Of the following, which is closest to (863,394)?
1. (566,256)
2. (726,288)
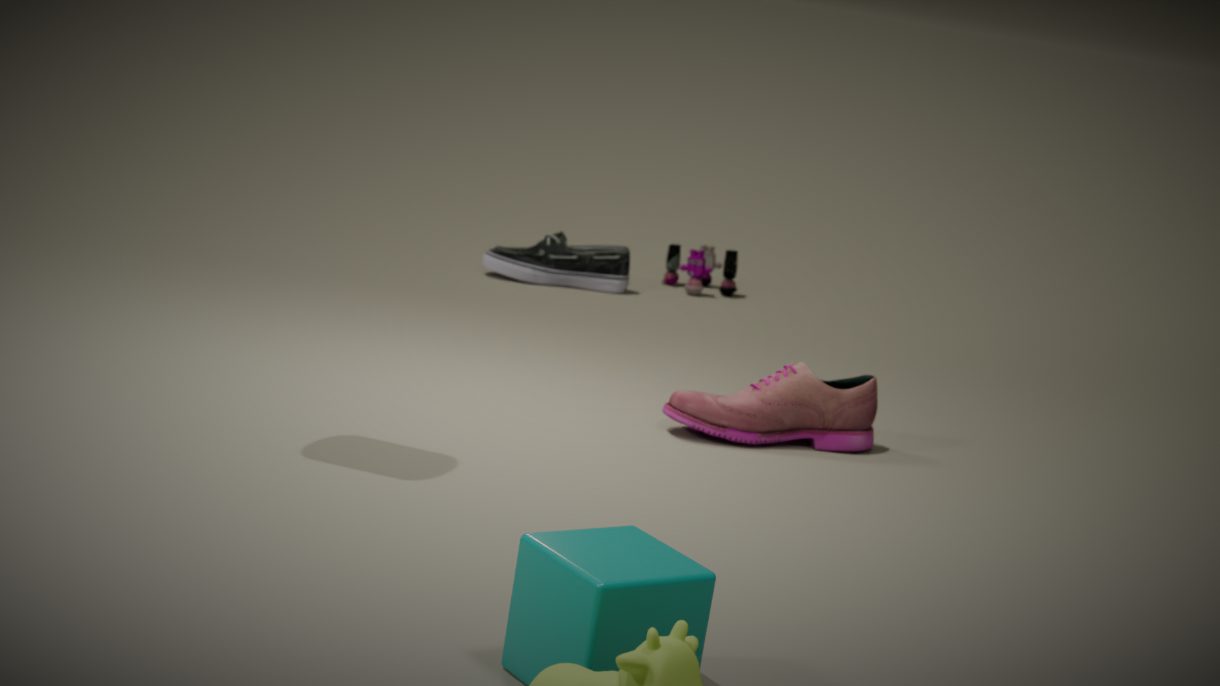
(566,256)
